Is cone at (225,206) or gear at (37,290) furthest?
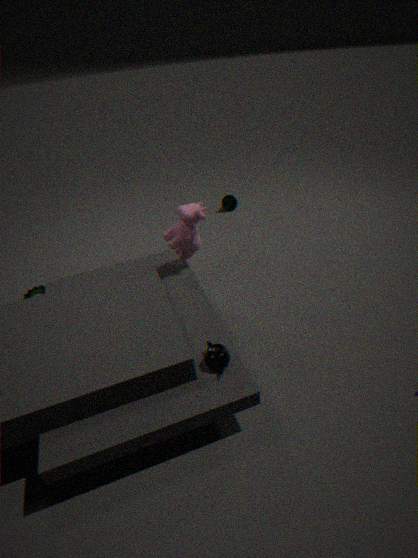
cone at (225,206)
